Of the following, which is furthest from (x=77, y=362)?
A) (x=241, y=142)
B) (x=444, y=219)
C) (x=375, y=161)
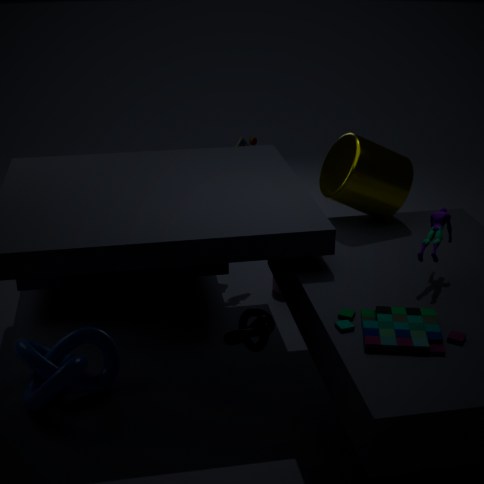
(x=444, y=219)
